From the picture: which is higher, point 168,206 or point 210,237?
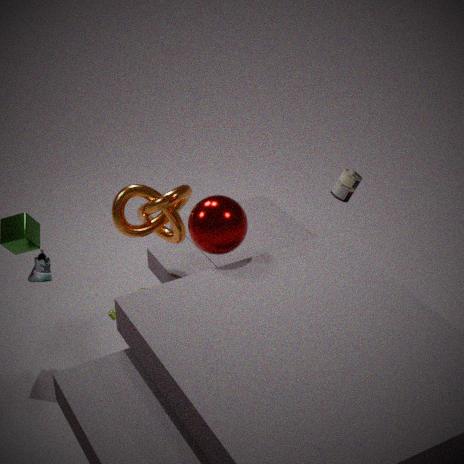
point 210,237
